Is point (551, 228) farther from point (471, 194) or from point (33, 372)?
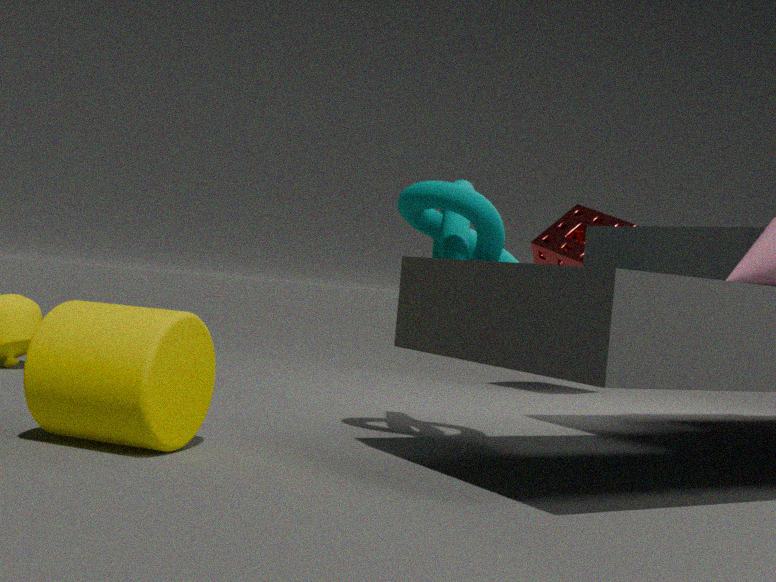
point (33, 372)
